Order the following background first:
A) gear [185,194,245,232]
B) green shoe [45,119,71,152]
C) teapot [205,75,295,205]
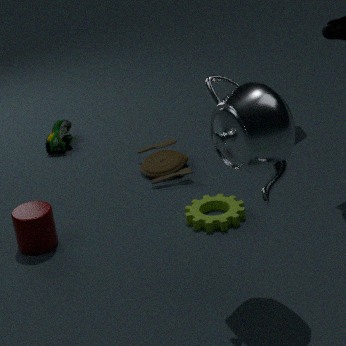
green shoe [45,119,71,152]
gear [185,194,245,232]
teapot [205,75,295,205]
